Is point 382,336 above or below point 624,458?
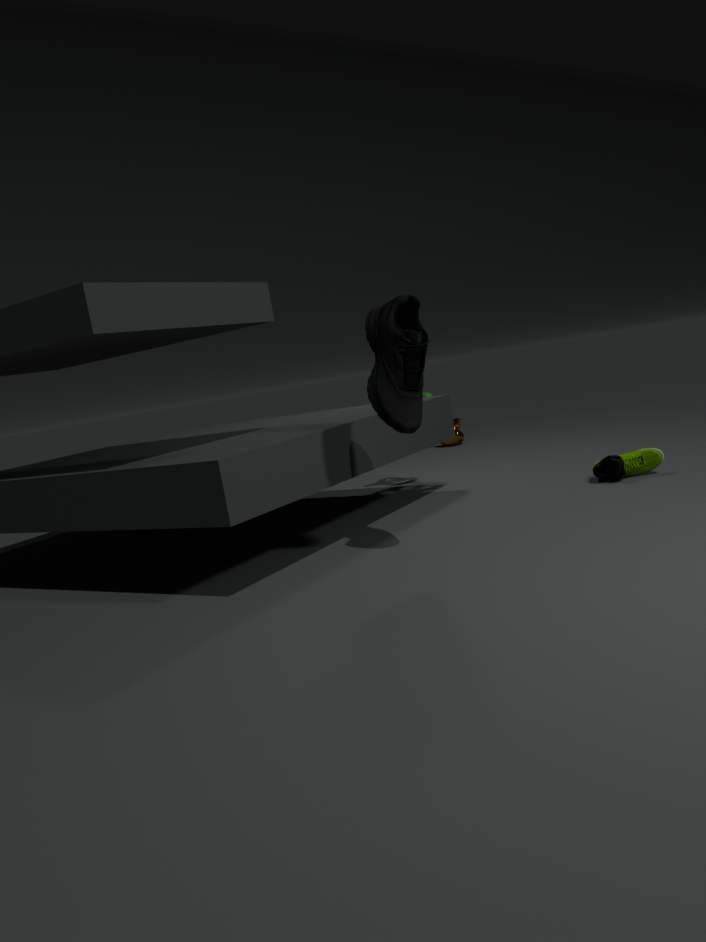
above
